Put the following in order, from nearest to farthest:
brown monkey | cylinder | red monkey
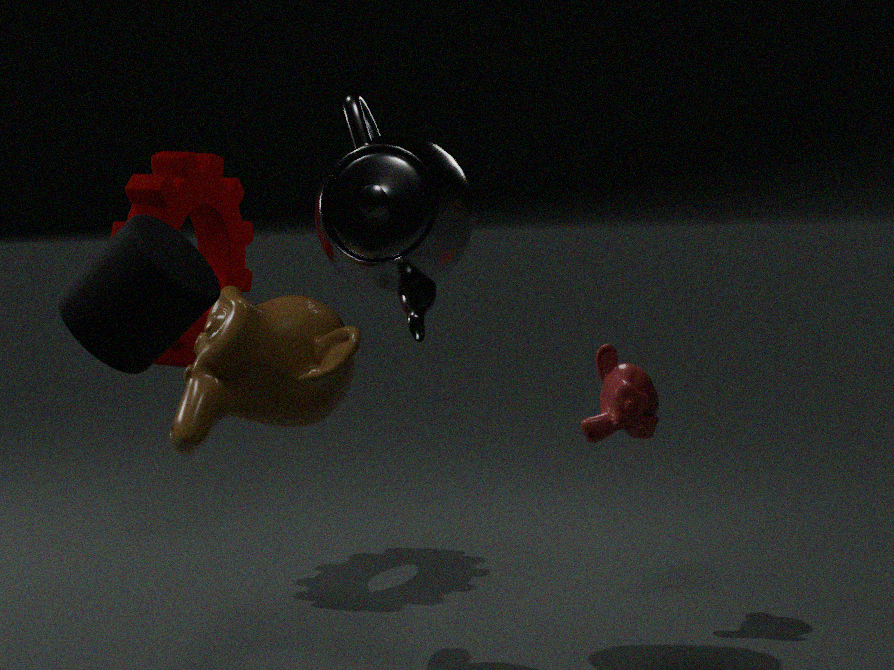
1. cylinder
2. brown monkey
3. red monkey
